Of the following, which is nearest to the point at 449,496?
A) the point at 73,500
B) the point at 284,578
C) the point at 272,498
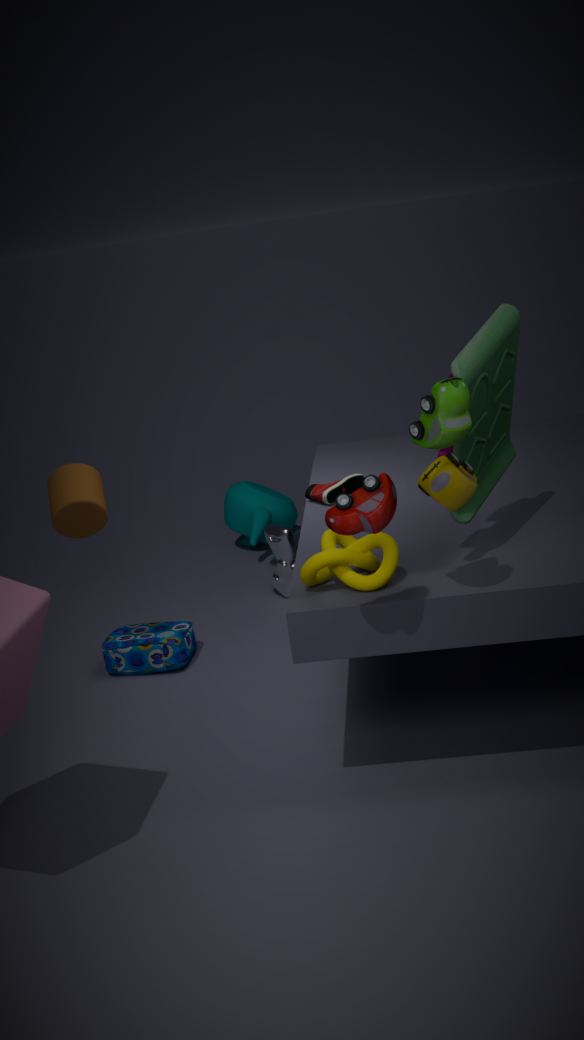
the point at 73,500
